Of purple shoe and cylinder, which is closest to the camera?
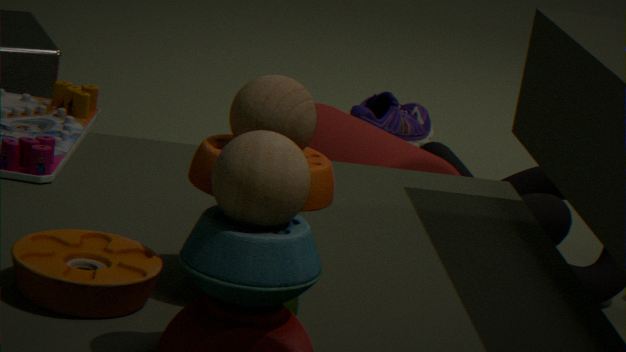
cylinder
